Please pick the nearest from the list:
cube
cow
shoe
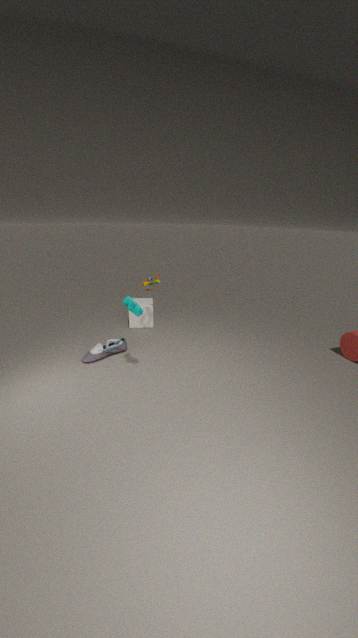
cow
